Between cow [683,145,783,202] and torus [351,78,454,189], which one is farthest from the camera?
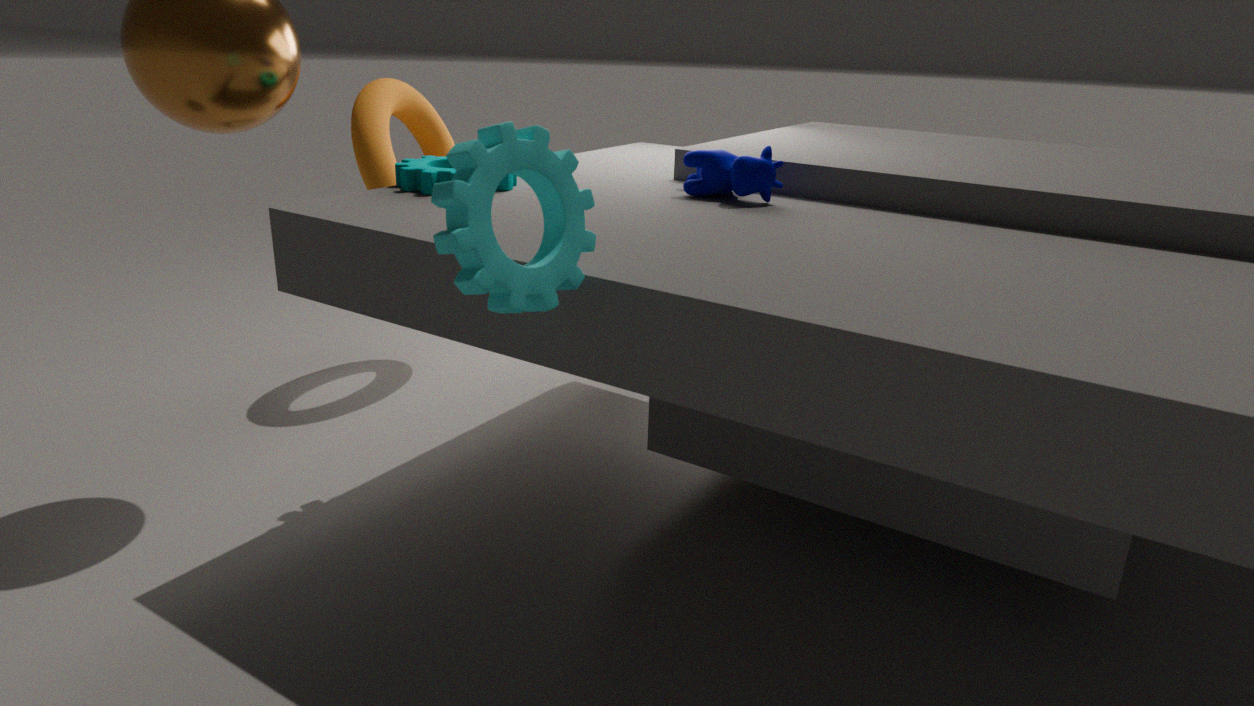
torus [351,78,454,189]
